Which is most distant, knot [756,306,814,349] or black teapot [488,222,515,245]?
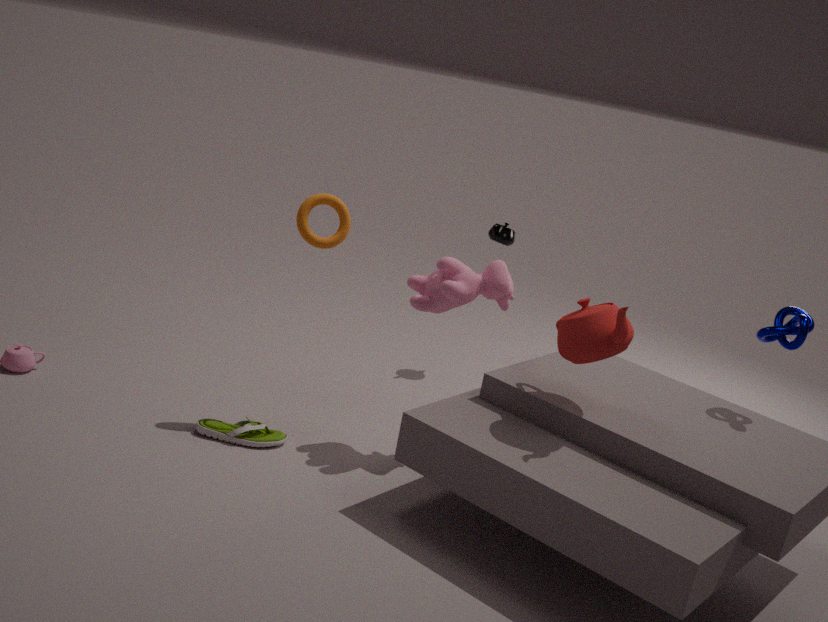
black teapot [488,222,515,245]
